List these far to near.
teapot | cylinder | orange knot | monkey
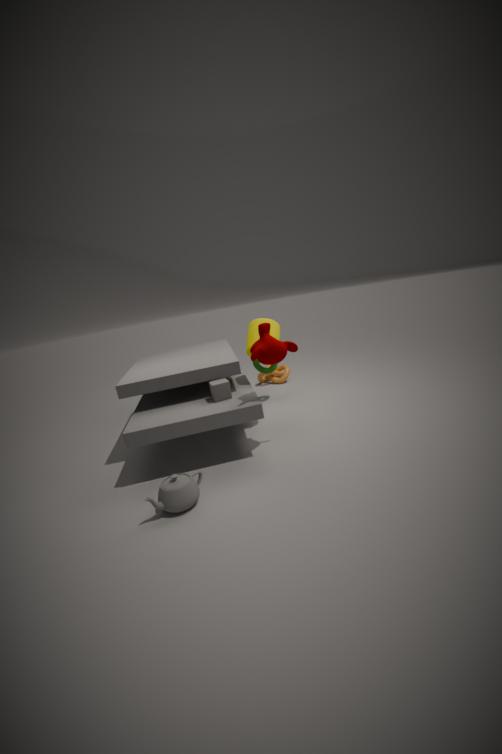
orange knot < cylinder < monkey < teapot
